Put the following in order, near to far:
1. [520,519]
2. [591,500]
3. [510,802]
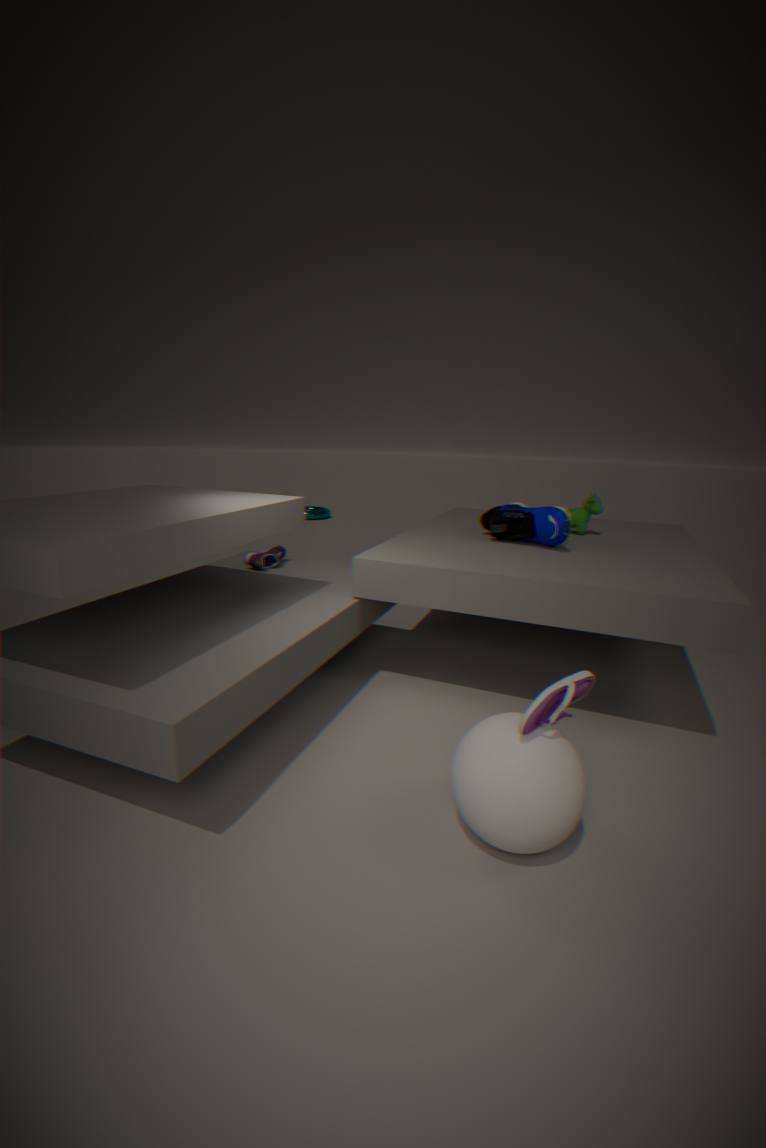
[510,802], [520,519], [591,500]
